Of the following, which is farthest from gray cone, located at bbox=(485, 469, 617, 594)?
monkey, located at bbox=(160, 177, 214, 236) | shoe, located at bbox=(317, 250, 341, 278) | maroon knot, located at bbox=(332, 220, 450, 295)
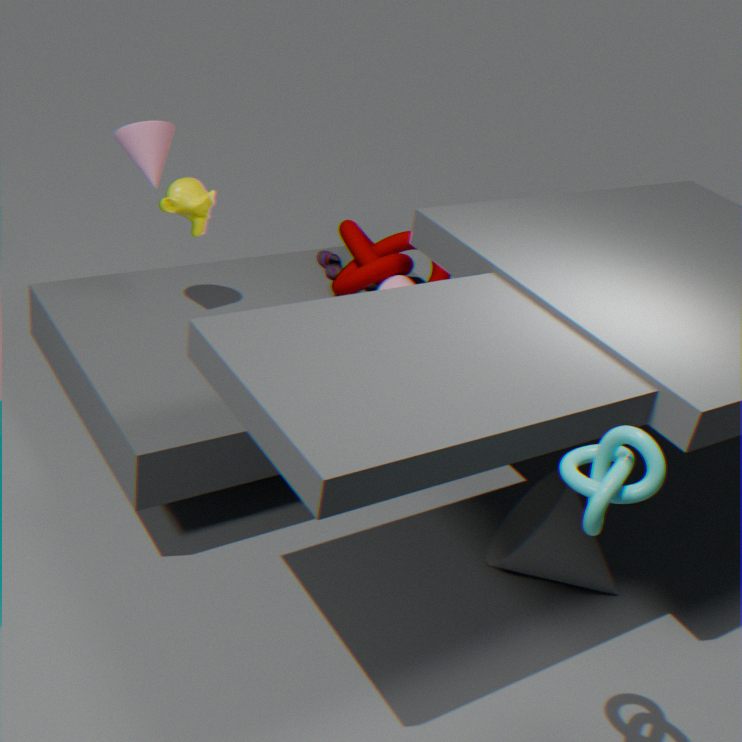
monkey, located at bbox=(160, 177, 214, 236)
